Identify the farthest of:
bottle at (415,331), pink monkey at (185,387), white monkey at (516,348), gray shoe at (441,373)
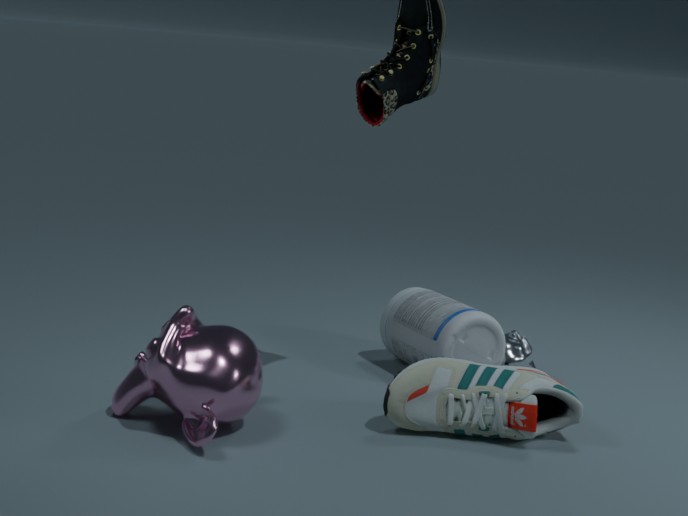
white monkey at (516,348)
